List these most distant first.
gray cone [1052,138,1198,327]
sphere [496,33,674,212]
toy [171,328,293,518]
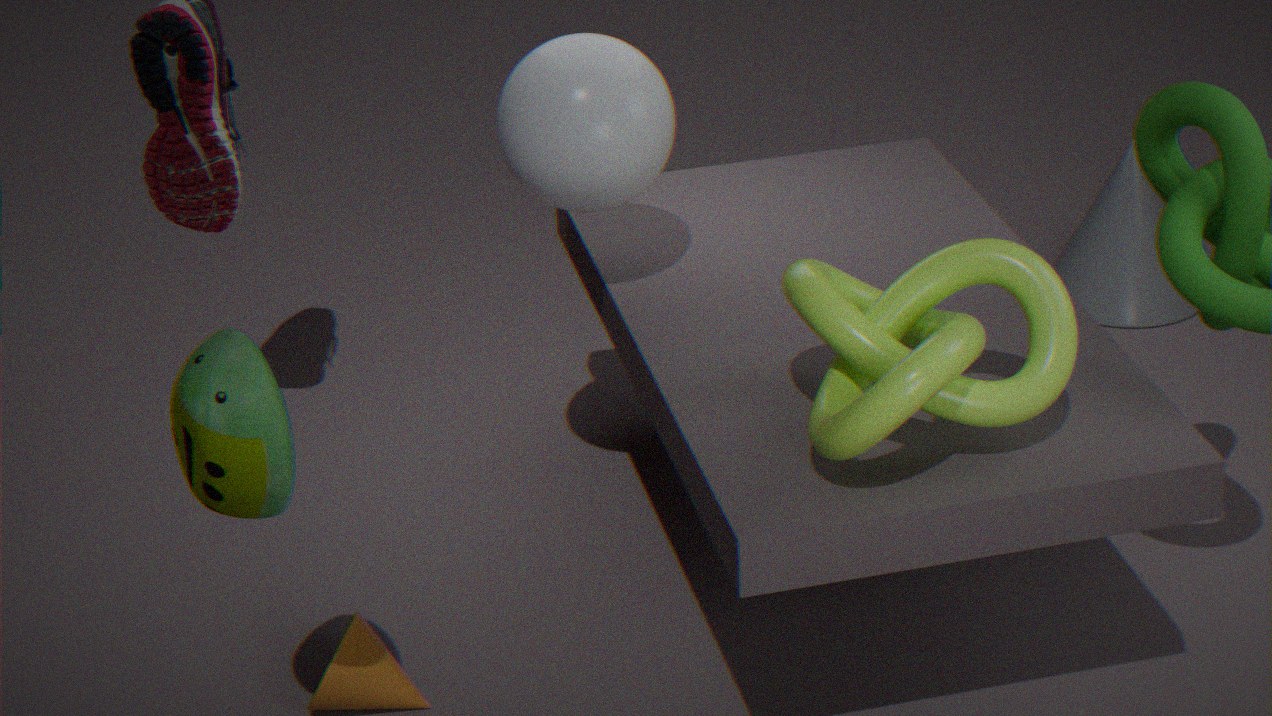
gray cone [1052,138,1198,327] < sphere [496,33,674,212] < toy [171,328,293,518]
